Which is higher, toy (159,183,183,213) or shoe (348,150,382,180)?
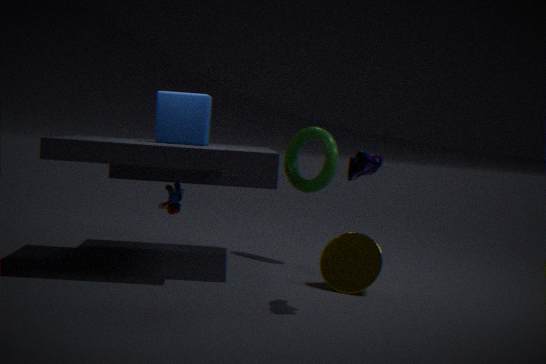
shoe (348,150,382,180)
